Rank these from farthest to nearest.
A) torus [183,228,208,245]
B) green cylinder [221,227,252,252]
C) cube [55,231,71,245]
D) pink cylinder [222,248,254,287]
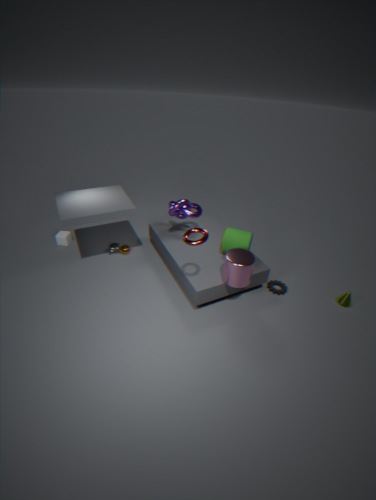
1. cube [55,231,71,245]
2. green cylinder [221,227,252,252]
3. pink cylinder [222,248,254,287]
4. torus [183,228,208,245]
